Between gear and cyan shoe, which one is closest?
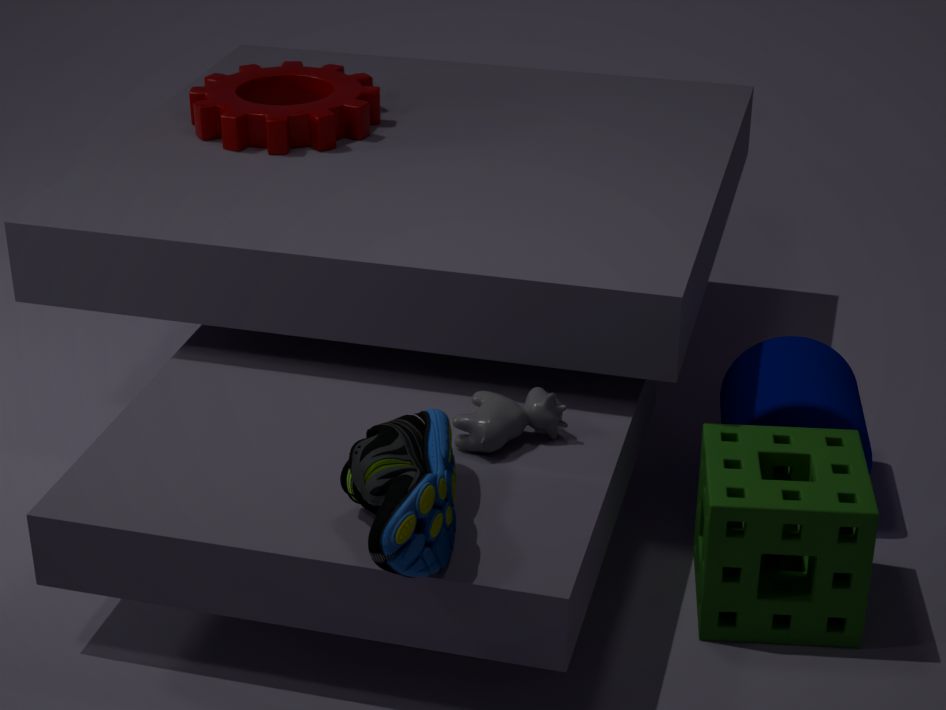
cyan shoe
